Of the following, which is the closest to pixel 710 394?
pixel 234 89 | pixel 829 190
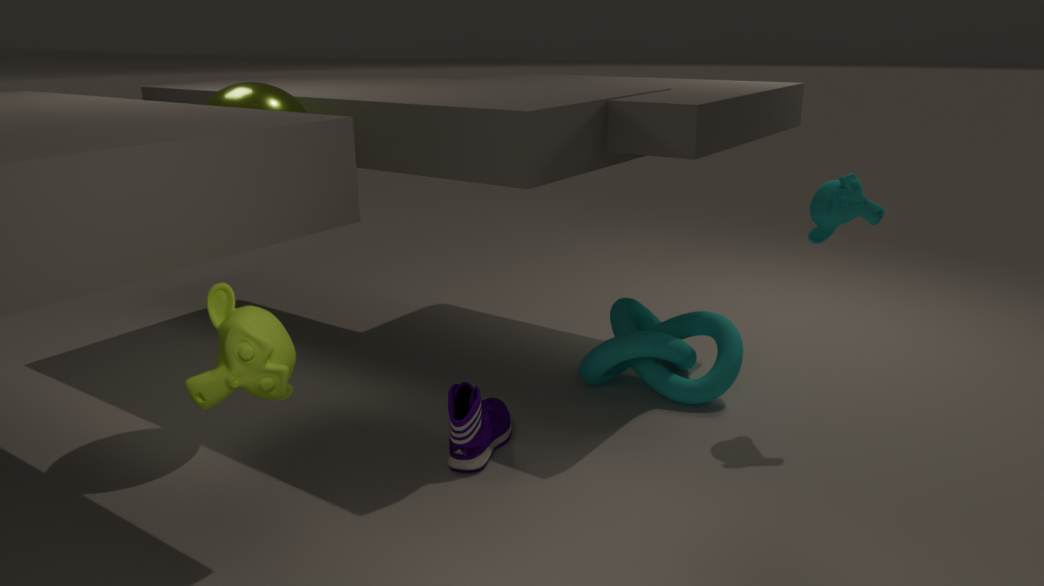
pixel 829 190
